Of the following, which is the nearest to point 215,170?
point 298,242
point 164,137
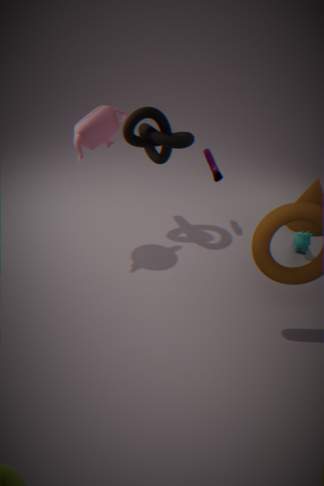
point 164,137
